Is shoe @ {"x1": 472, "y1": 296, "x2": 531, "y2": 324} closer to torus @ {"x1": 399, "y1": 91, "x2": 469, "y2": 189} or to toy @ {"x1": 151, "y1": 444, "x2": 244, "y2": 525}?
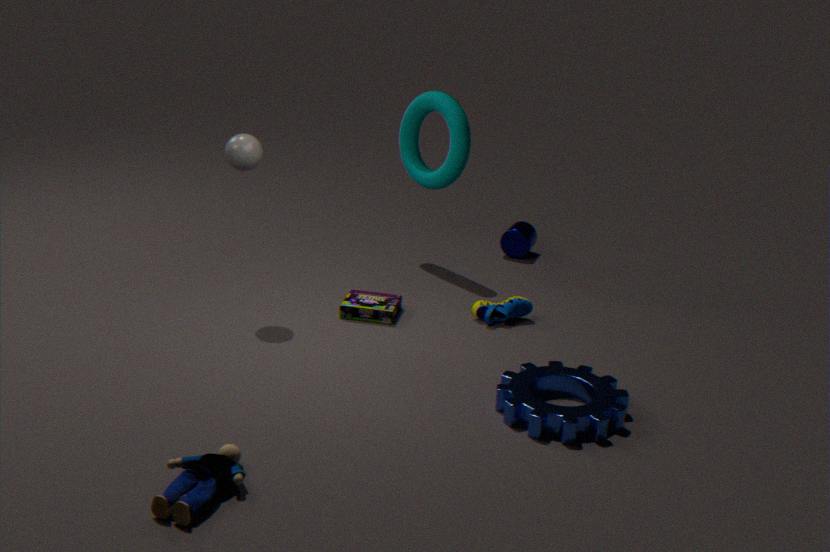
torus @ {"x1": 399, "y1": 91, "x2": 469, "y2": 189}
